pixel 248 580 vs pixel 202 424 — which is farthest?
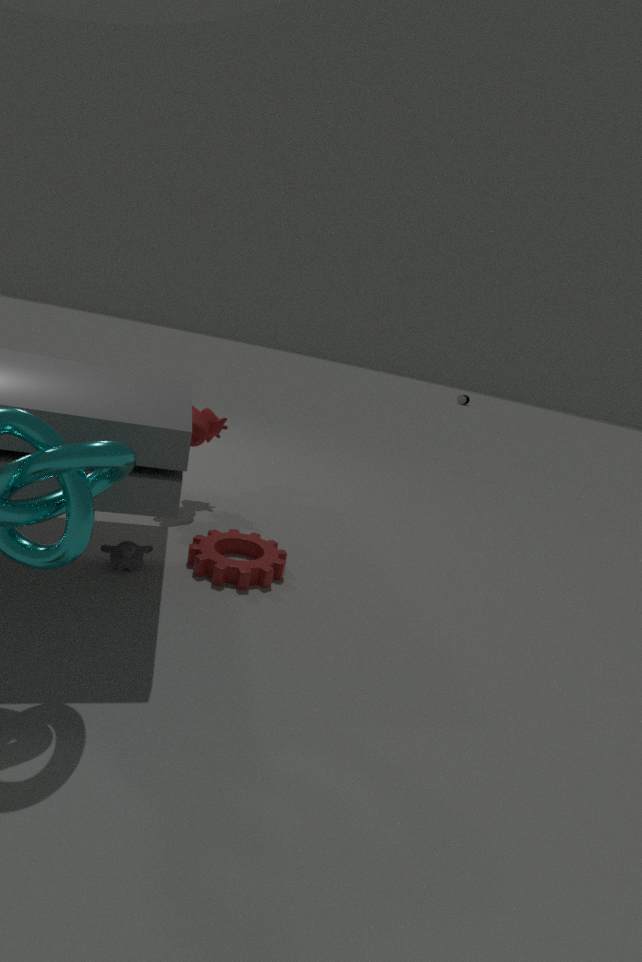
pixel 202 424
